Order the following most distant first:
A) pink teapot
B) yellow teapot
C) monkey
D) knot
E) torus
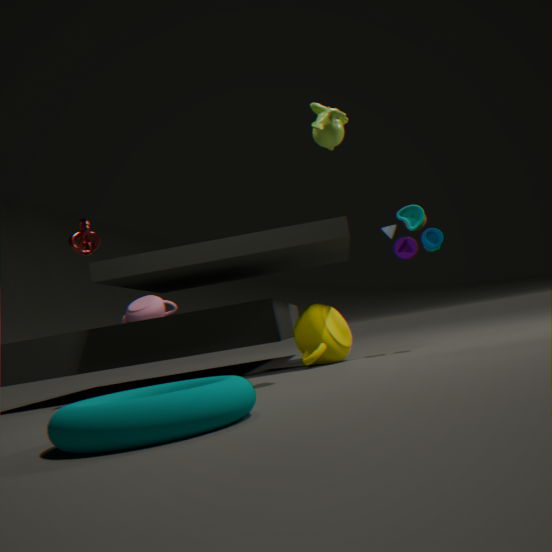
pink teapot < knot < yellow teapot < monkey < torus
